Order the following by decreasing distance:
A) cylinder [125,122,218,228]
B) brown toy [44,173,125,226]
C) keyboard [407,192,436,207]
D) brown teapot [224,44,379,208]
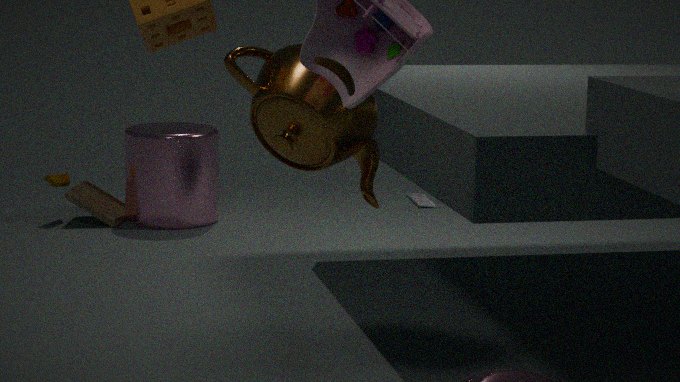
keyboard [407,192,436,207] → brown toy [44,173,125,226] → cylinder [125,122,218,228] → brown teapot [224,44,379,208]
